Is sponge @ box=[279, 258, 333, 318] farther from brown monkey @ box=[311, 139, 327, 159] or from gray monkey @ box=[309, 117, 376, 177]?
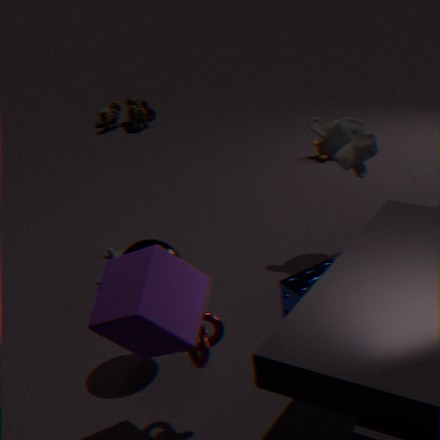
brown monkey @ box=[311, 139, 327, 159]
